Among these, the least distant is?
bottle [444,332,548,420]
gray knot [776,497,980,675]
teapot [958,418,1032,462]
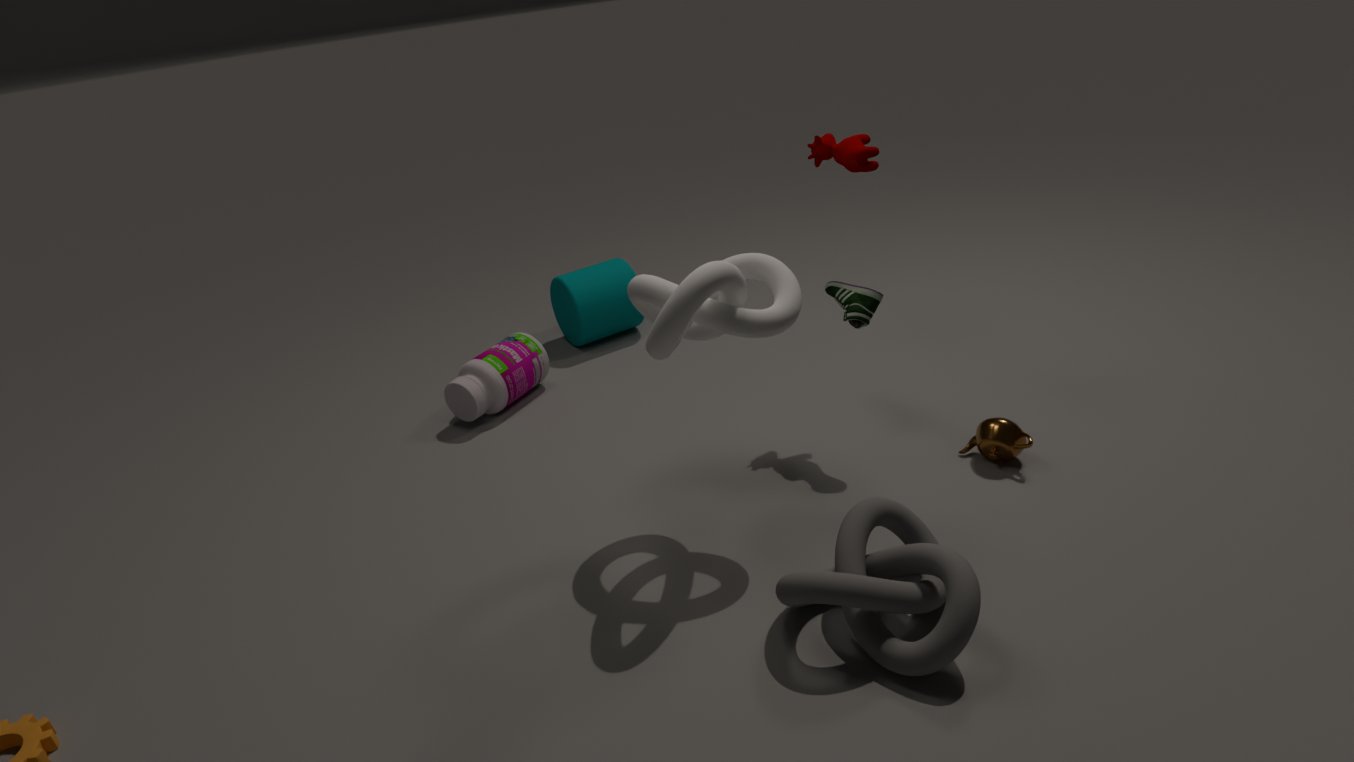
gray knot [776,497,980,675]
